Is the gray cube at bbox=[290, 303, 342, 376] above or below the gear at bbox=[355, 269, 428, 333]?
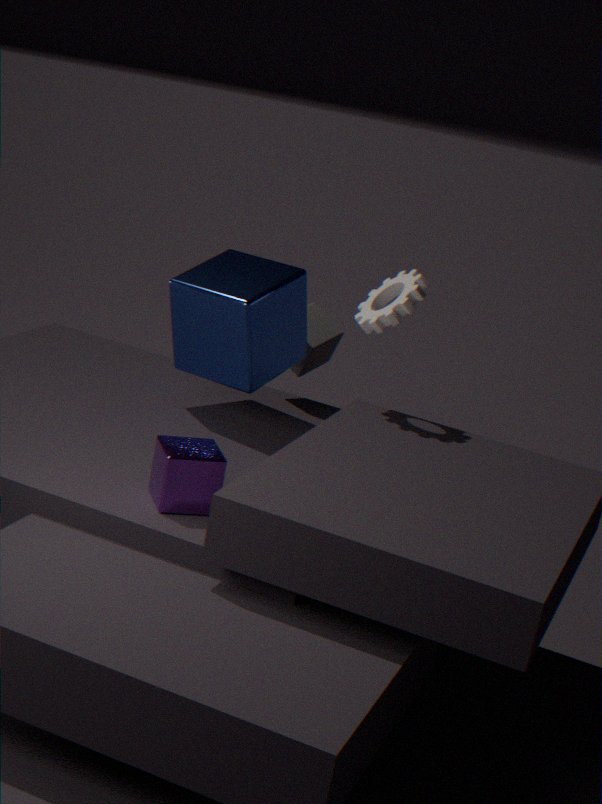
below
